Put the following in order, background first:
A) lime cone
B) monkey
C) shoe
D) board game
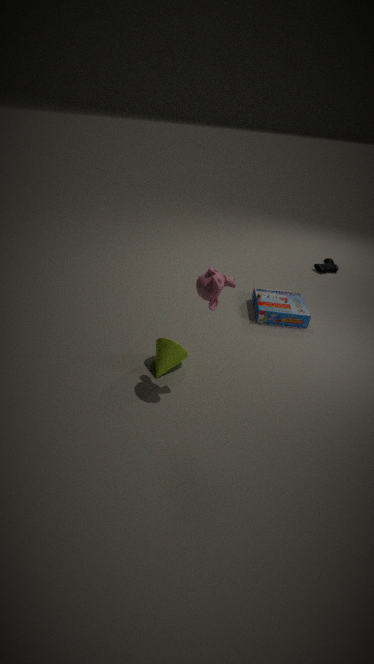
1. shoe
2. board game
3. lime cone
4. monkey
